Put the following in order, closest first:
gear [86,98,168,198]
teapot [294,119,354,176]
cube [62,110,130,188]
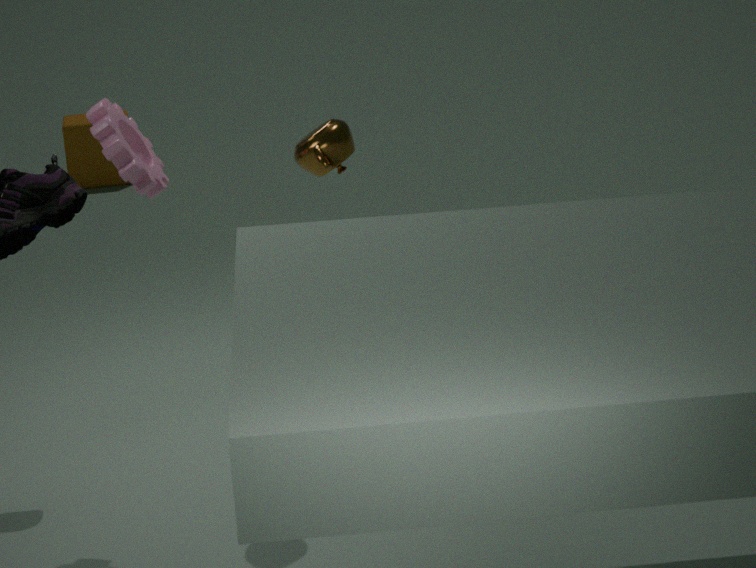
gear [86,98,168,198] → teapot [294,119,354,176] → cube [62,110,130,188]
